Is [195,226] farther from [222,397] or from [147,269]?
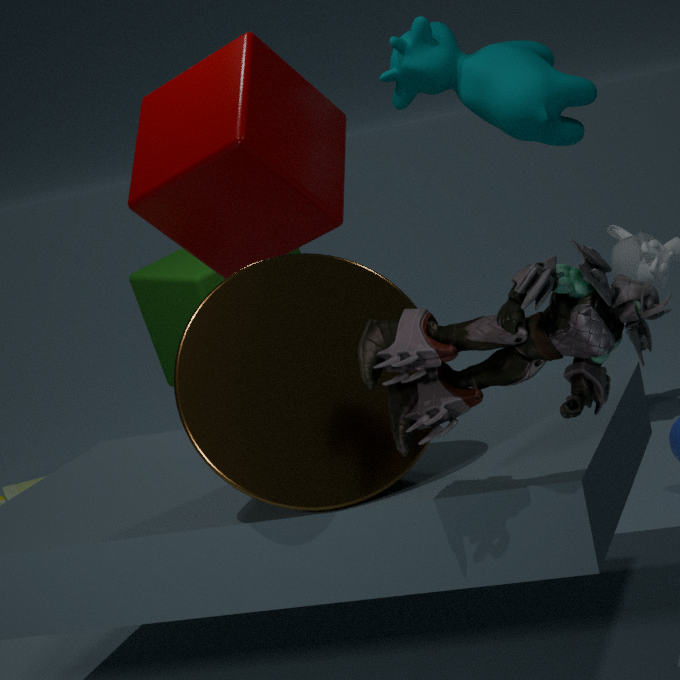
[222,397]
